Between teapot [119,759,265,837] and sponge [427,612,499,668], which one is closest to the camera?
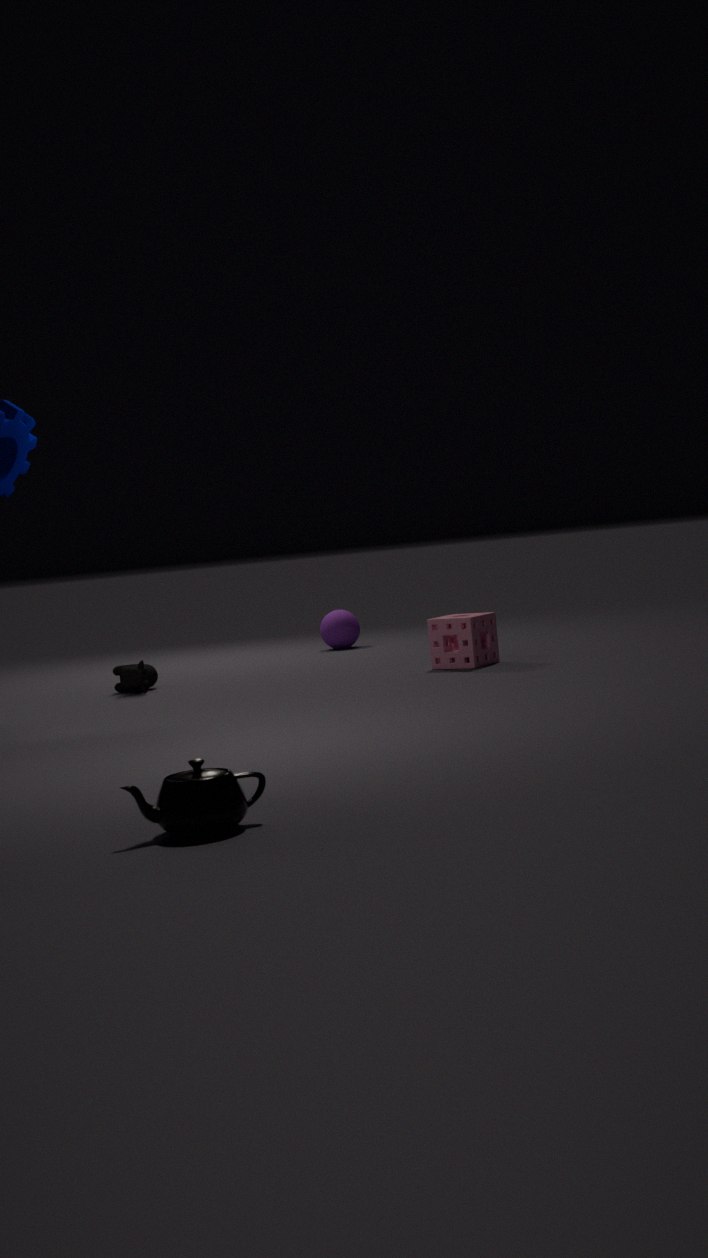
teapot [119,759,265,837]
